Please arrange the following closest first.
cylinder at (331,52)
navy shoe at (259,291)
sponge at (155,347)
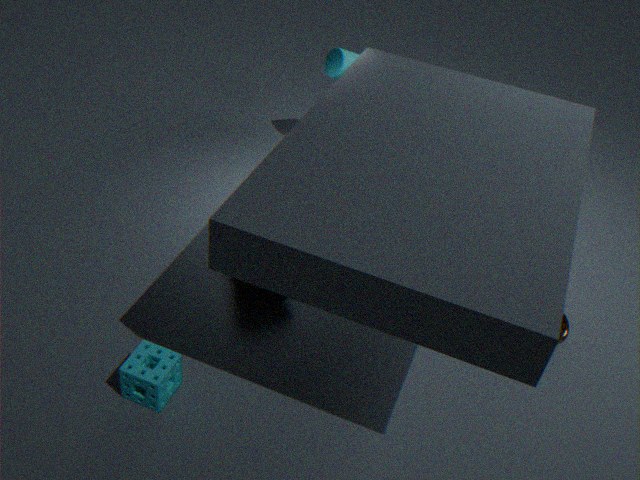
sponge at (155,347) < navy shoe at (259,291) < cylinder at (331,52)
